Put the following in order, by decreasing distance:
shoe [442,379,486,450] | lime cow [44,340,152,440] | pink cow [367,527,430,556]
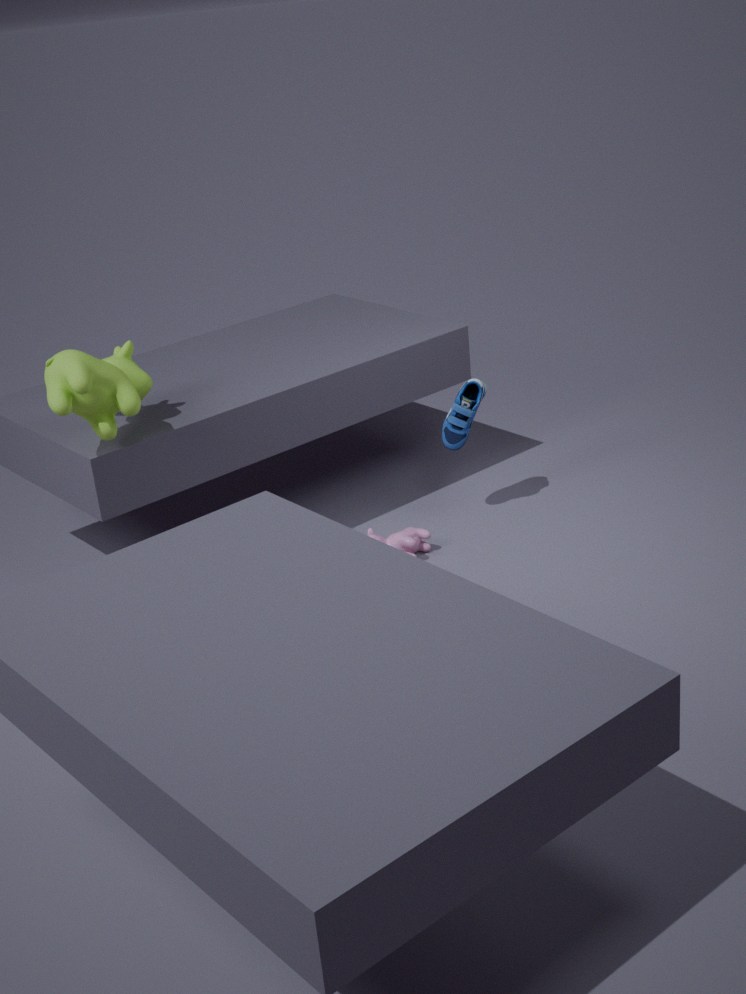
shoe [442,379,486,450] → pink cow [367,527,430,556] → lime cow [44,340,152,440]
